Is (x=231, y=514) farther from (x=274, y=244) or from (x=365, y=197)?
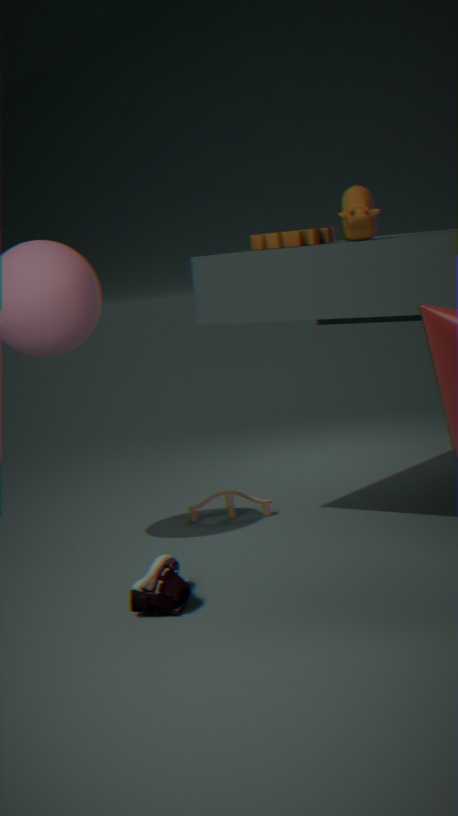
(x=365, y=197)
